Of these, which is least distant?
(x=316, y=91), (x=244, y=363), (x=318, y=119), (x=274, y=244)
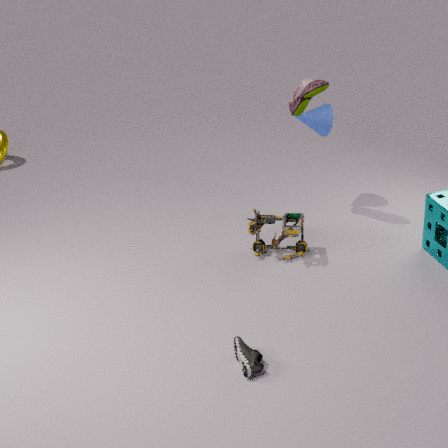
(x=244, y=363)
